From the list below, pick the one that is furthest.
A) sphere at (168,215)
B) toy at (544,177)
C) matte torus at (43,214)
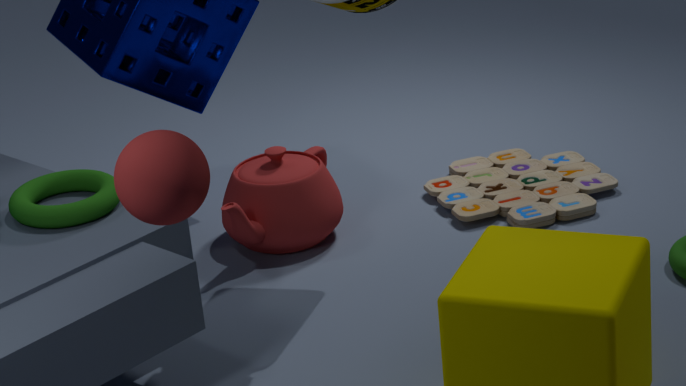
toy at (544,177)
